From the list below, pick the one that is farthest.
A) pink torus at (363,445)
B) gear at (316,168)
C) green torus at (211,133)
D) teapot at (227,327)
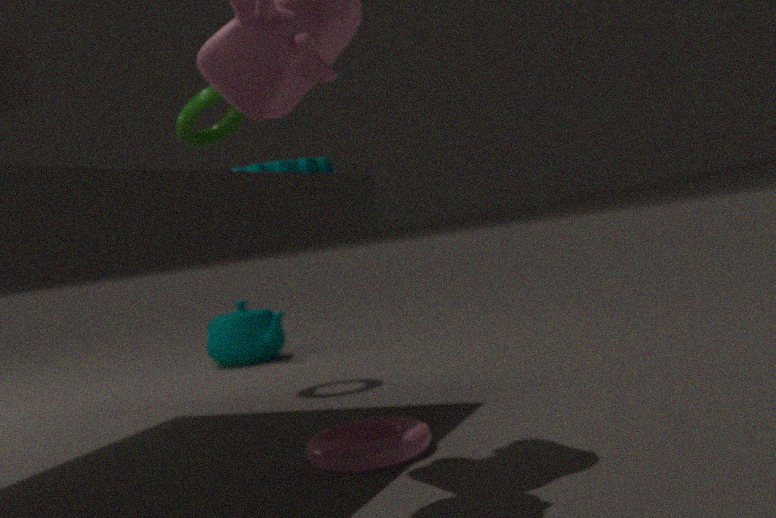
teapot at (227,327)
